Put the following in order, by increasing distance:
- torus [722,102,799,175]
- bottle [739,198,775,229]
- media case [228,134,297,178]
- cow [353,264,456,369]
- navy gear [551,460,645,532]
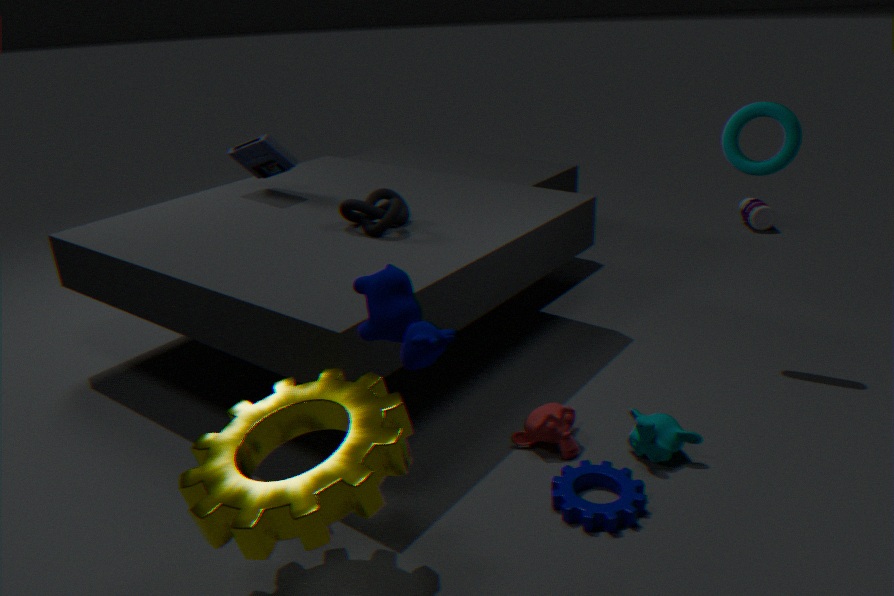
1. cow [353,264,456,369]
2. navy gear [551,460,645,532]
3. torus [722,102,799,175]
4. media case [228,134,297,178]
5. bottle [739,198,775,229]
